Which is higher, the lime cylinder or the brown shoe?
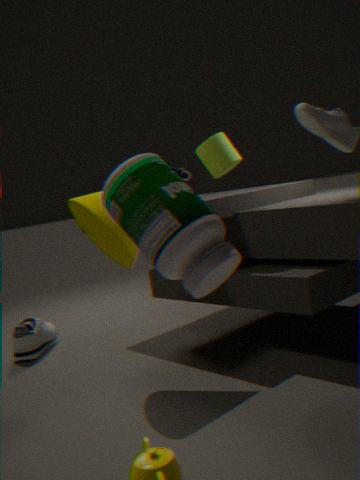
the lime cylinder
